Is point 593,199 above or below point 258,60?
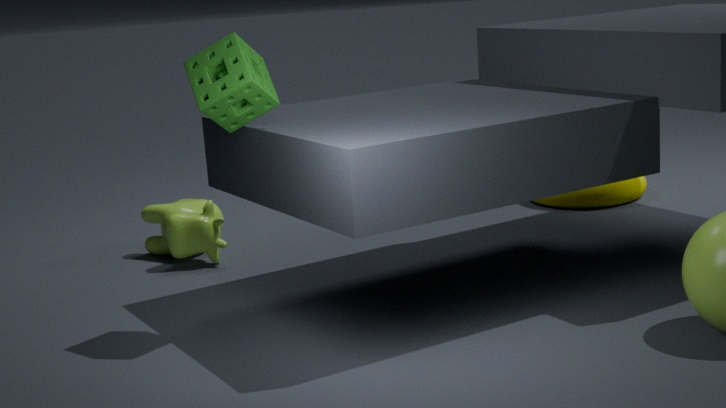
below
